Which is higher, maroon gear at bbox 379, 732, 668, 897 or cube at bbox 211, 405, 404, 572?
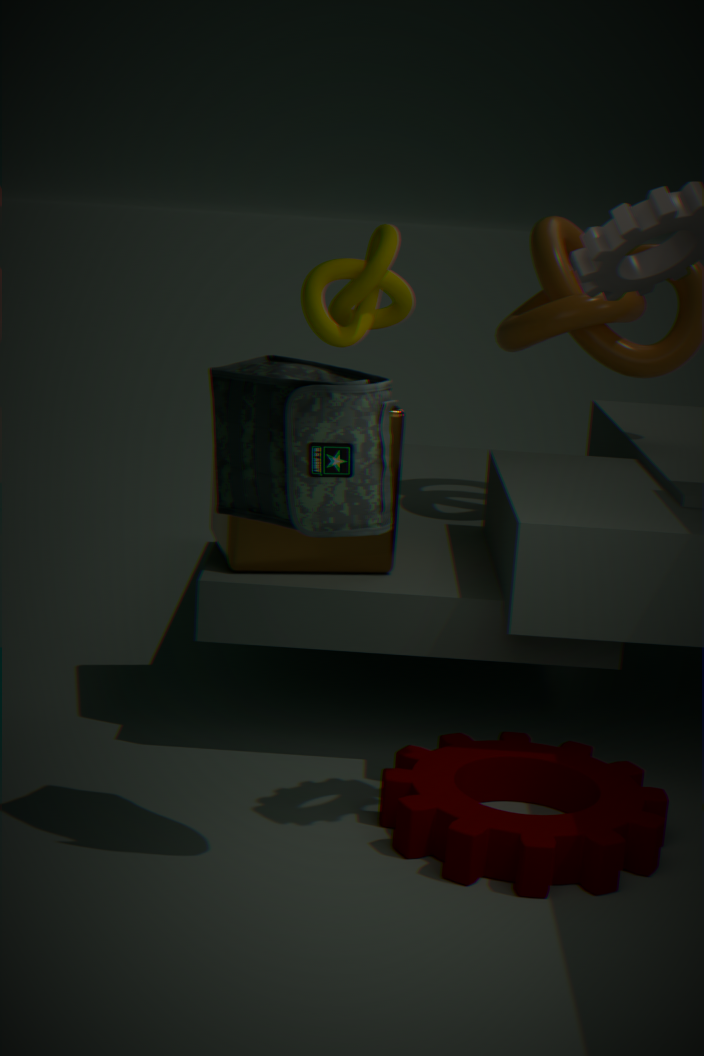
cube at bbox 211, 405, 404, 572
